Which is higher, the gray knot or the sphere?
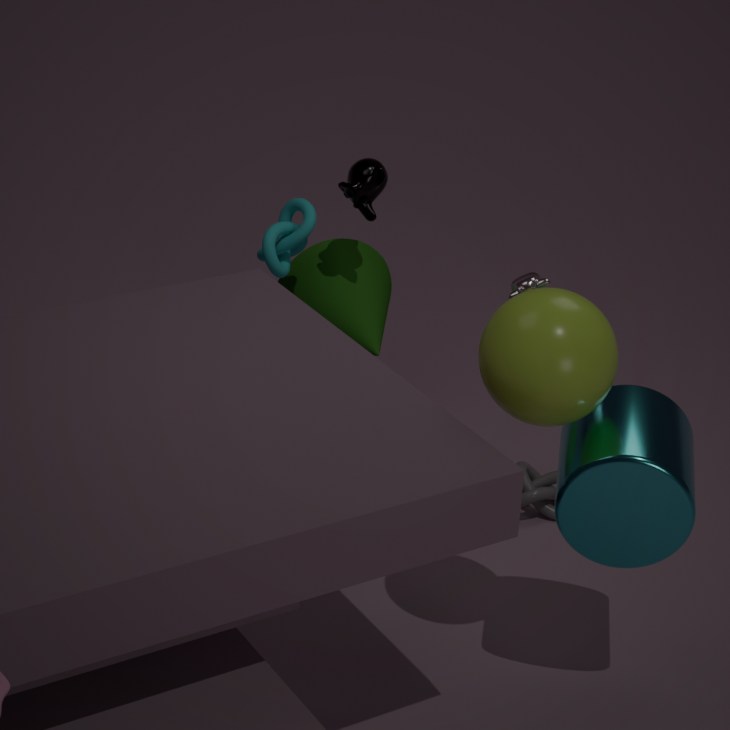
the sphere
